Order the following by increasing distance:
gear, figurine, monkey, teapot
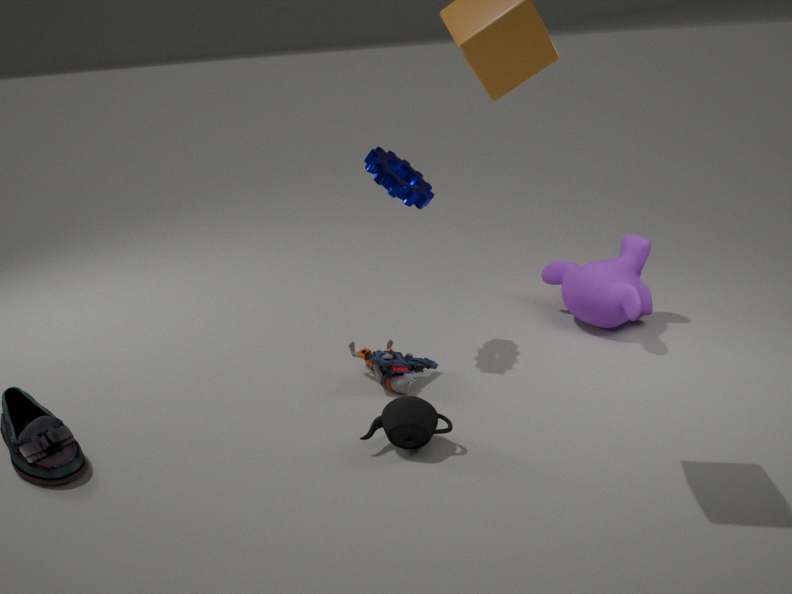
teapot
figurine
gear
monkey
